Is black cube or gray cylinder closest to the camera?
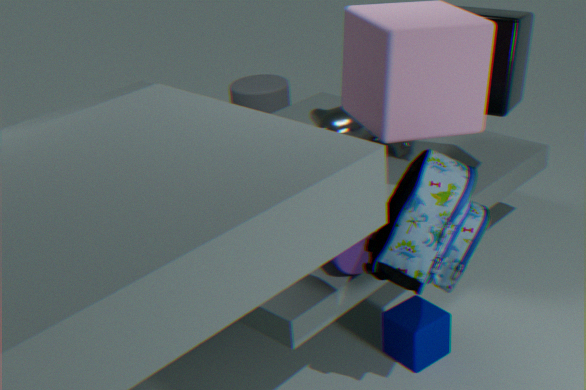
black cube
